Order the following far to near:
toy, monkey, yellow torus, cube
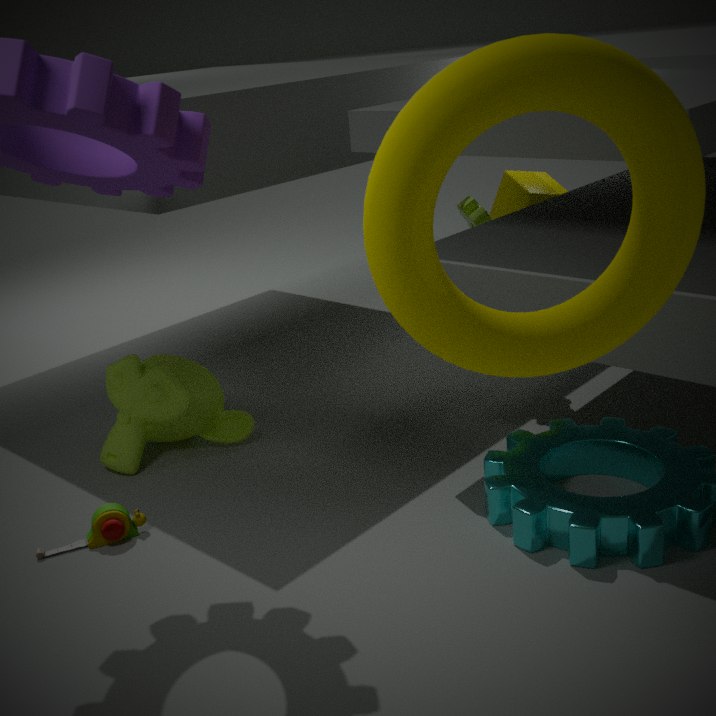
cube → monkey → toy → yellow torus
